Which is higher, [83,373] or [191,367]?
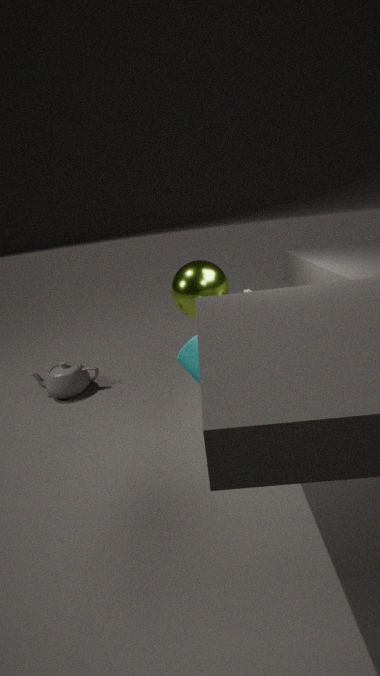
[191,367]
